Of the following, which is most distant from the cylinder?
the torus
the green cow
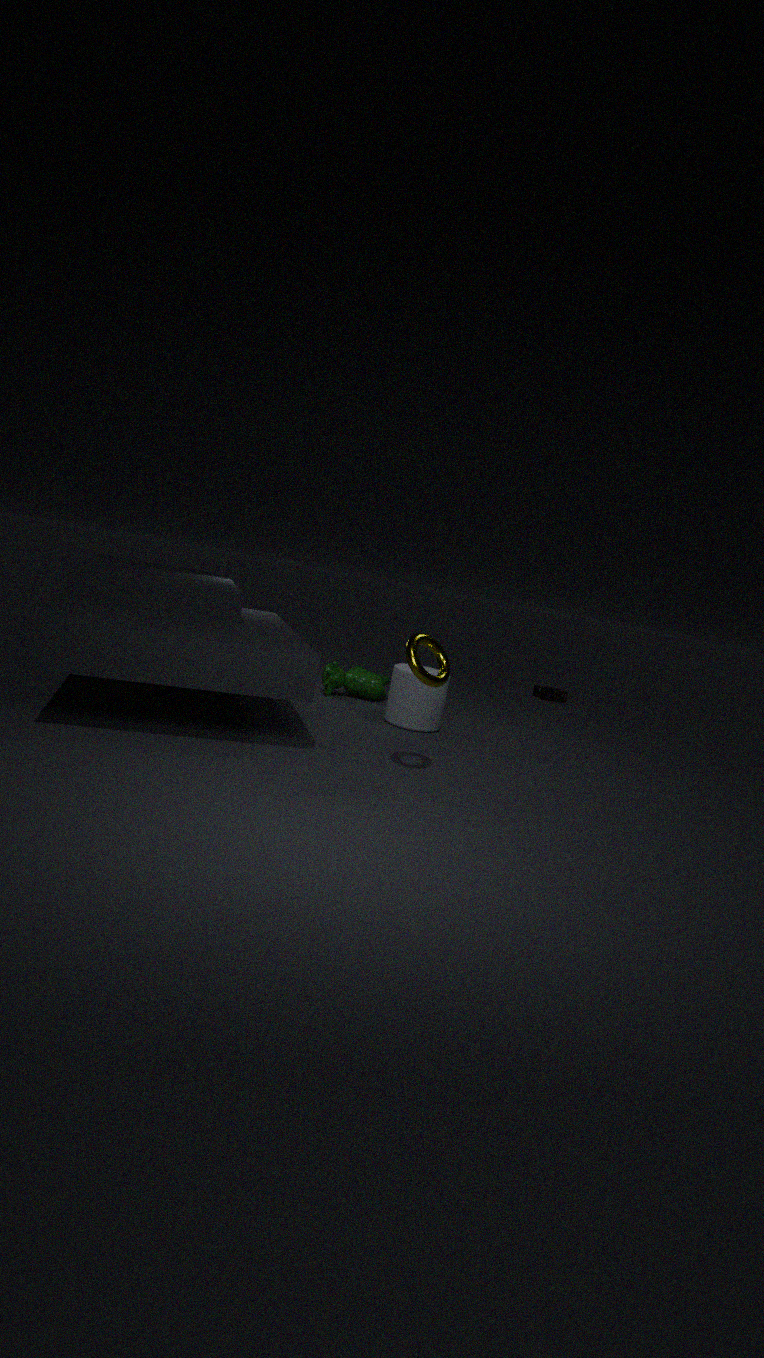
the torus
